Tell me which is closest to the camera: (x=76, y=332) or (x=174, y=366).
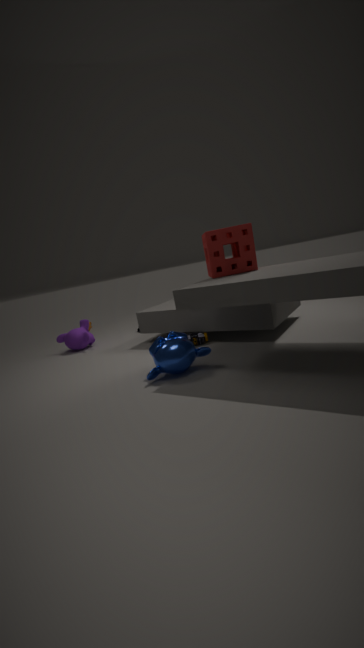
(x=174, y=366)
